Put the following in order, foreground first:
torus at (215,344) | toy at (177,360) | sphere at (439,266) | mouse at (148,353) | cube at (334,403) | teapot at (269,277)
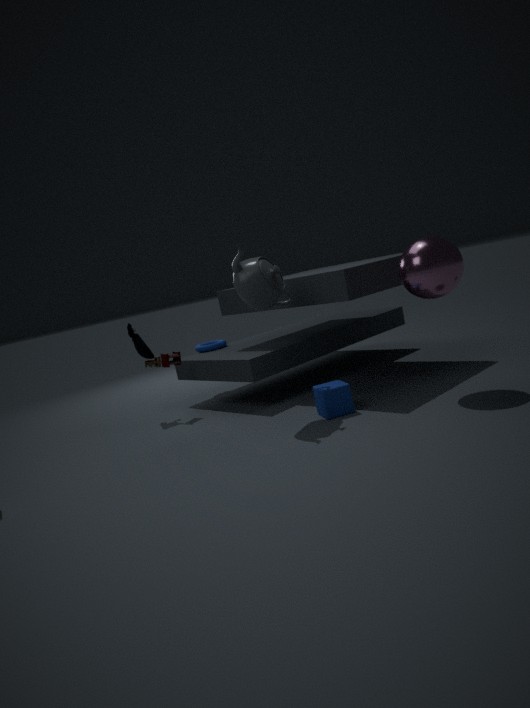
sphere at (439,266) → teapot at (269,277) → cube at (334,403) → toy at (177,360) → mouse at (148,353) → torus at (215,344)
